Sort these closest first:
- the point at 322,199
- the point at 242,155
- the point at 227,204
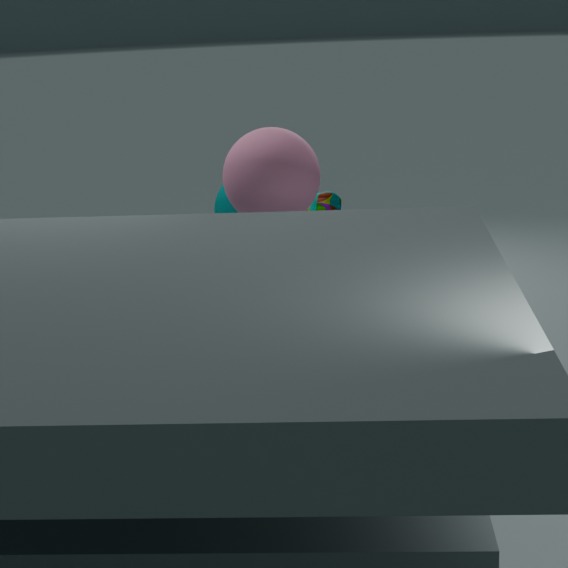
the point at 242,155
the point at 322,199
the point at 227,204
